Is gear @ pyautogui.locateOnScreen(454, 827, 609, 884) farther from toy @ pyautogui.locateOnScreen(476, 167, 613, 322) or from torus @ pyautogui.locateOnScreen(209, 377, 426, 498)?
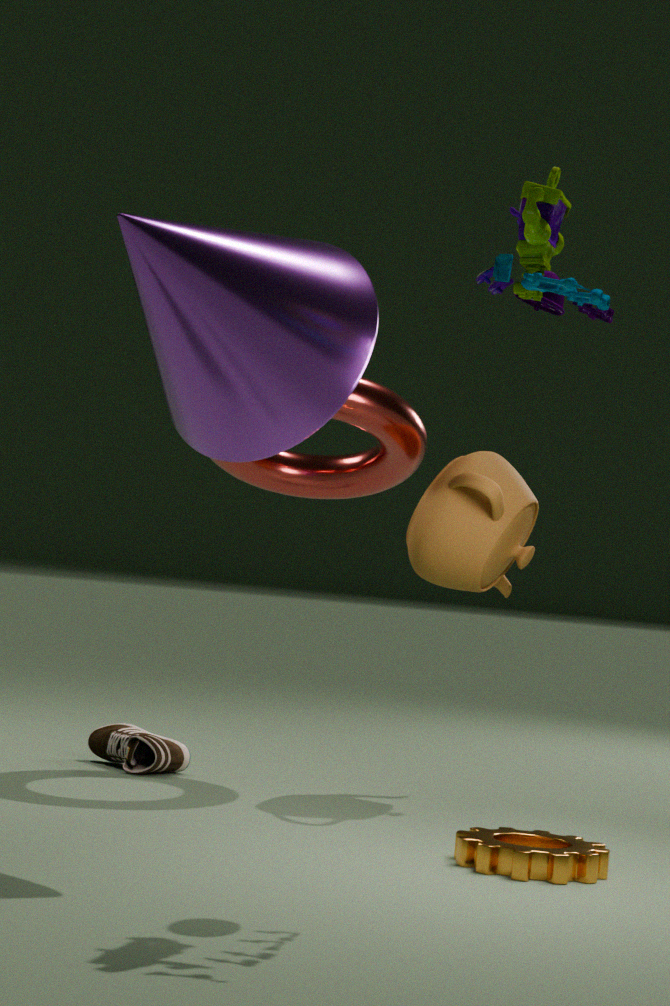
torus @ pyautogui.locateOnScreen(209, 377, 426, 498)
